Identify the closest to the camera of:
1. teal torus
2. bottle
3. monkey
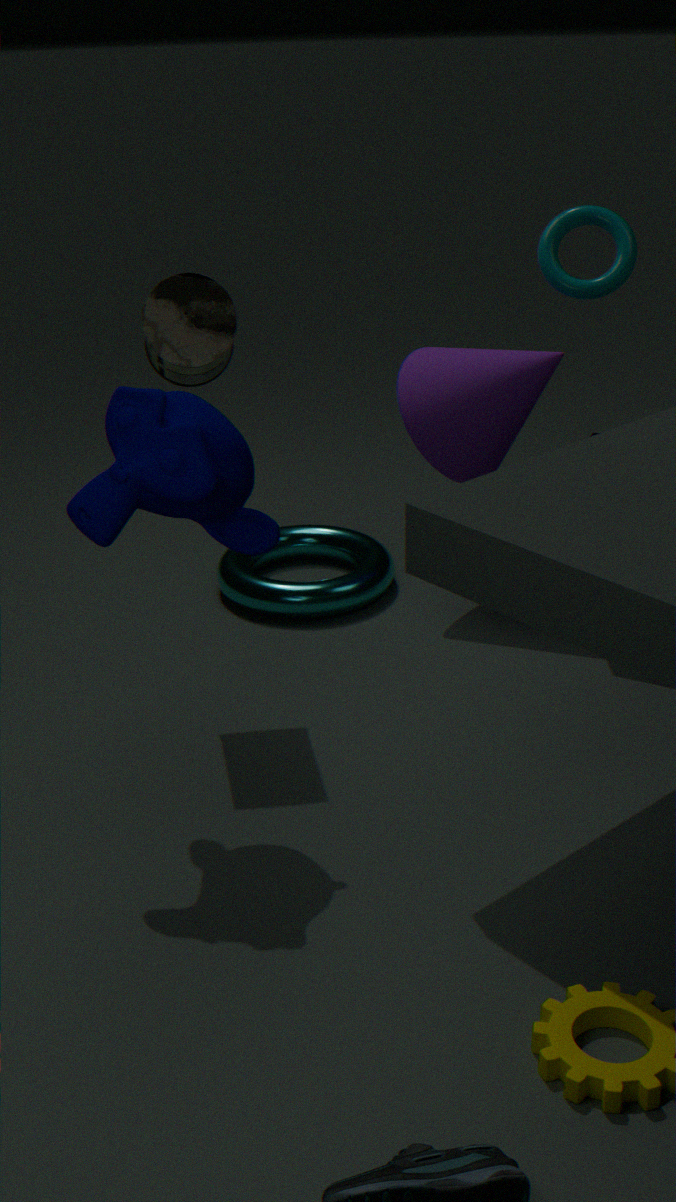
monkey
